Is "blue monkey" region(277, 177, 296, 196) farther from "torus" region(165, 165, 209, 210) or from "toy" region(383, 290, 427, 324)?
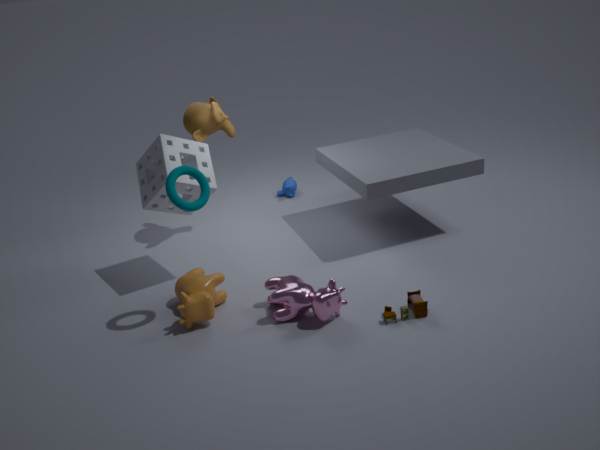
"toy" region(383, 290, 427, 324)
